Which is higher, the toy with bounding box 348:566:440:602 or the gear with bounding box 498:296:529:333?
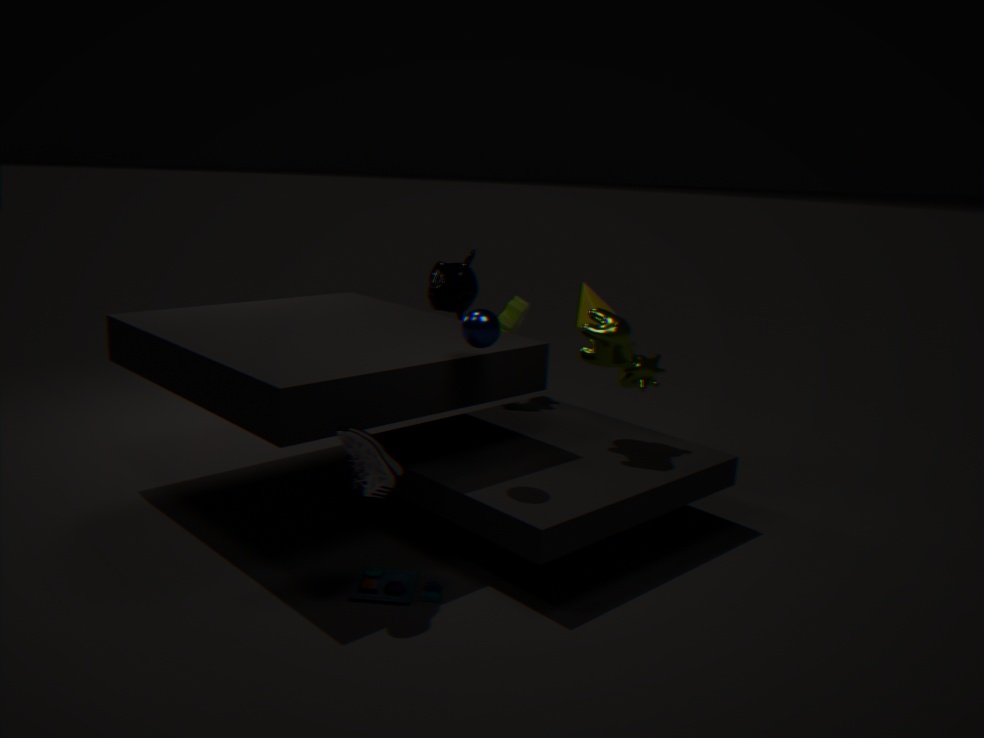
the gear with bounding box 498:296:529:333
